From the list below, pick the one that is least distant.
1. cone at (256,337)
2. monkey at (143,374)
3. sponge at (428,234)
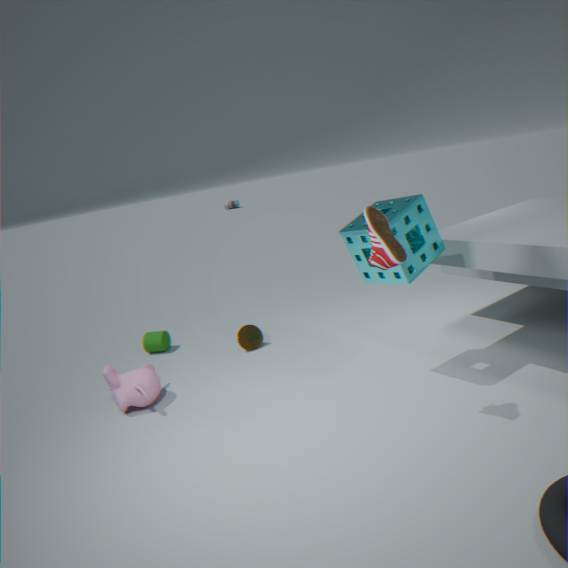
sponge at (428,234)
